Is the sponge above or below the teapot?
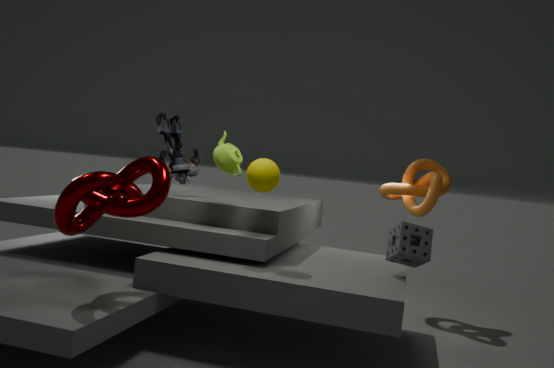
below
